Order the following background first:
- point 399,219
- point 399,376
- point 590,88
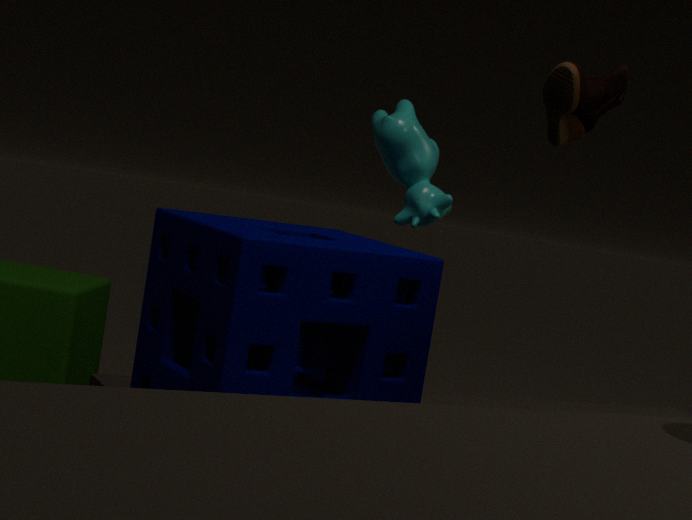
1. point 590,88
2. point 399,219
3. point 399,376
